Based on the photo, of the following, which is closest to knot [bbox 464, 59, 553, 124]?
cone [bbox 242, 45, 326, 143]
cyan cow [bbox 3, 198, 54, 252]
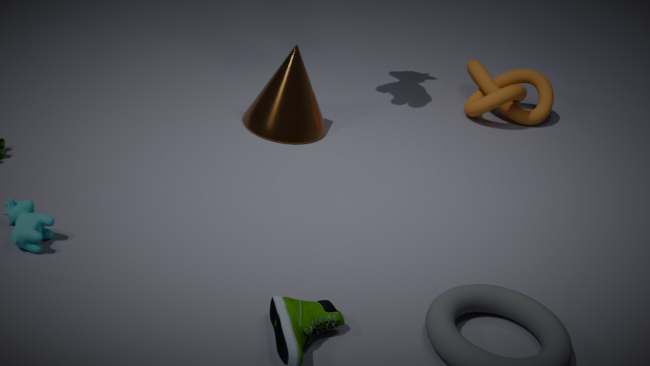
cone [bbox 242, 45, 326, 143]
